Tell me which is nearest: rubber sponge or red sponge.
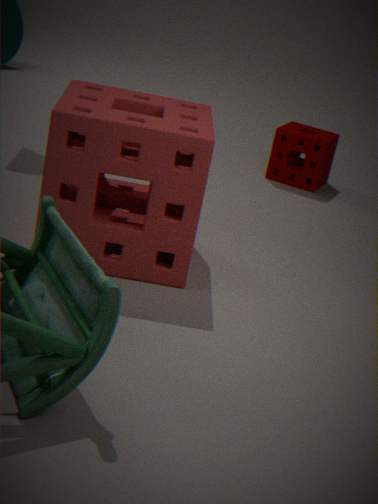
red sponge
